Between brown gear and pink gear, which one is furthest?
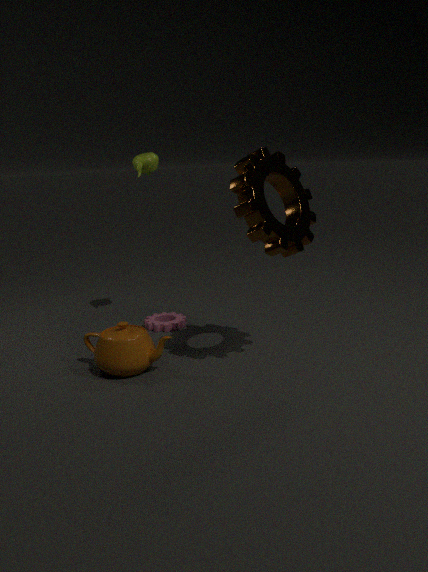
pink gear
